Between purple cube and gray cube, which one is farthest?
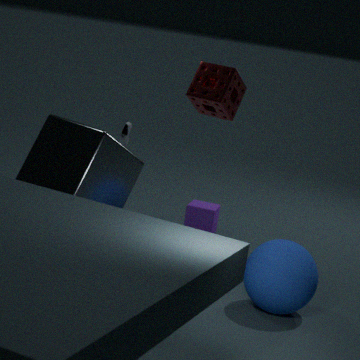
purple cube
